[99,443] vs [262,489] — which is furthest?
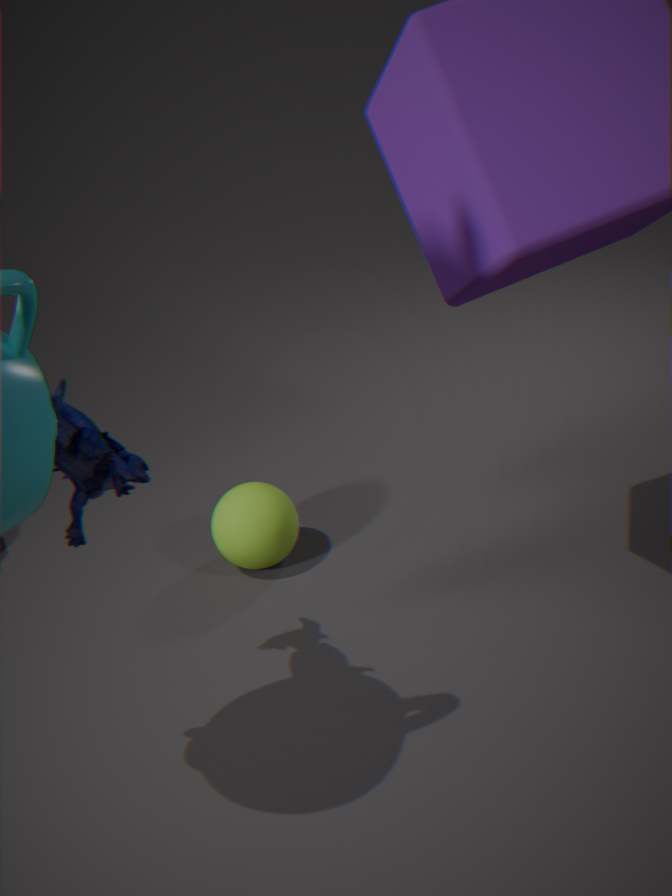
[262,489]
